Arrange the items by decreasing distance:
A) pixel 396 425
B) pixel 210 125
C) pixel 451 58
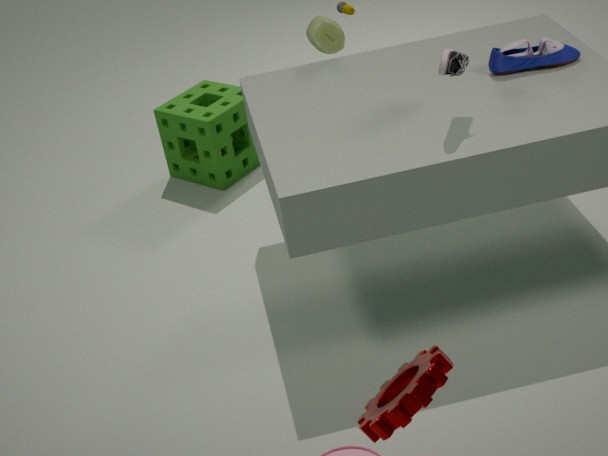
1. pixel 210 125
2. pixel 451 58
3. pixel 396 425
